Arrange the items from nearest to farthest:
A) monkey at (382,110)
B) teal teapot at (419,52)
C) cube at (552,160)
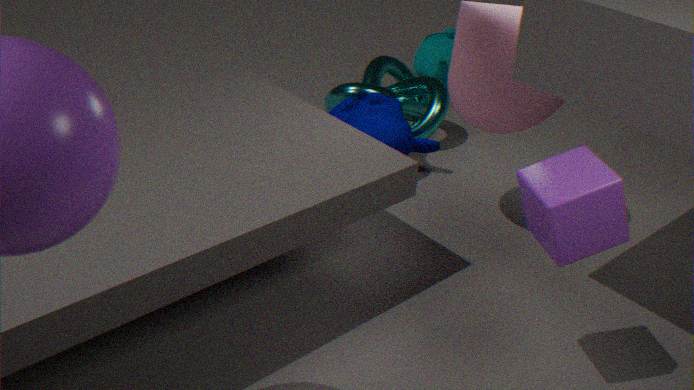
1. cube at (552,160)
2. monkey at (382,110)
3. teal teapot at (419,52)
